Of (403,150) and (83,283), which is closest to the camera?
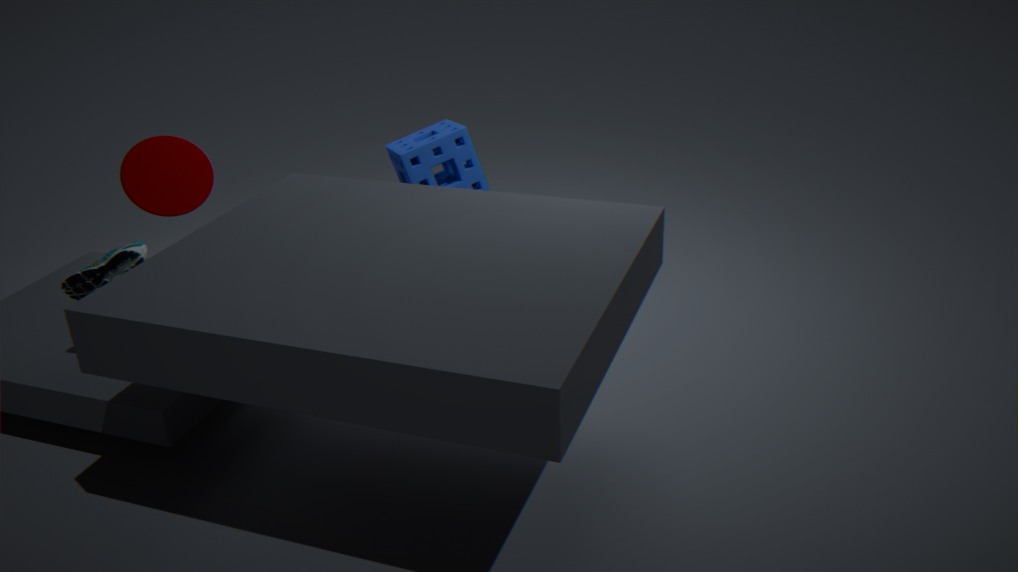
(83,283)
